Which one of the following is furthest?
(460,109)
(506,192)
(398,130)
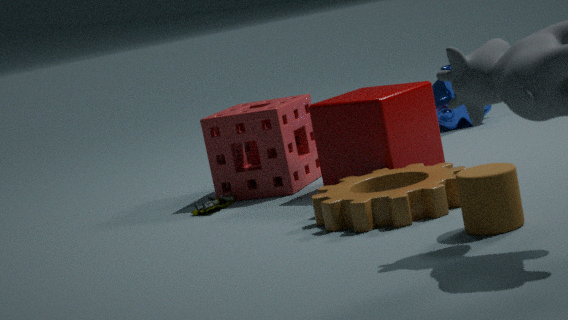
(460,109)
